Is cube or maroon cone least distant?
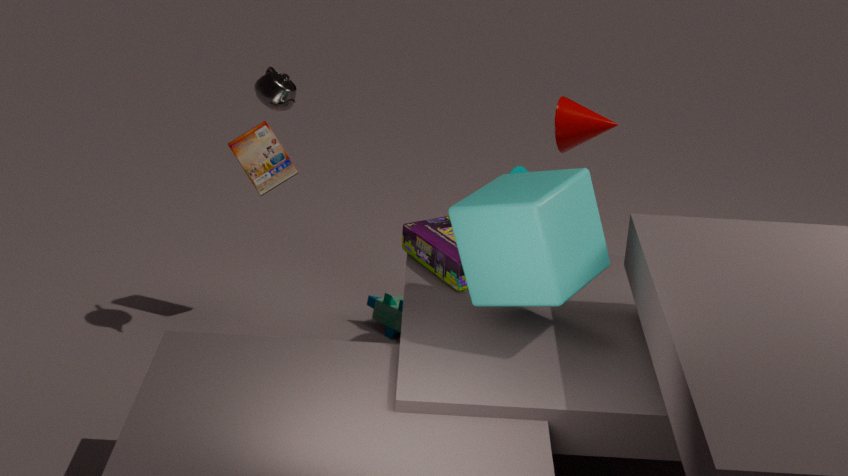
cube
